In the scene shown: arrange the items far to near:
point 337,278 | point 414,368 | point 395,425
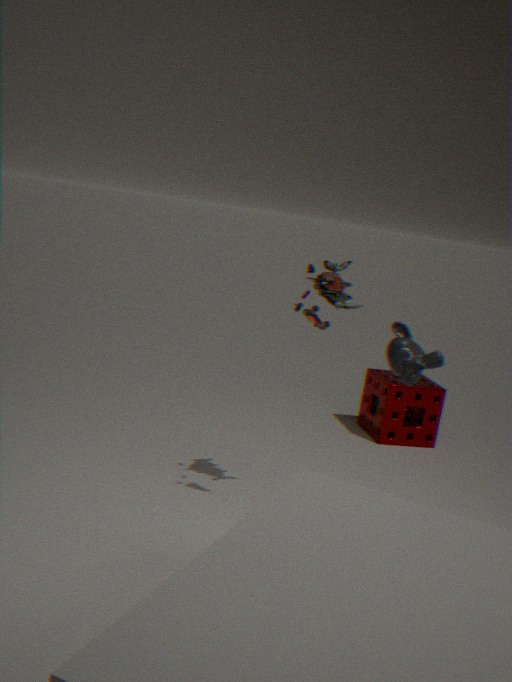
point 395,425
point 337,278
point 414,368
